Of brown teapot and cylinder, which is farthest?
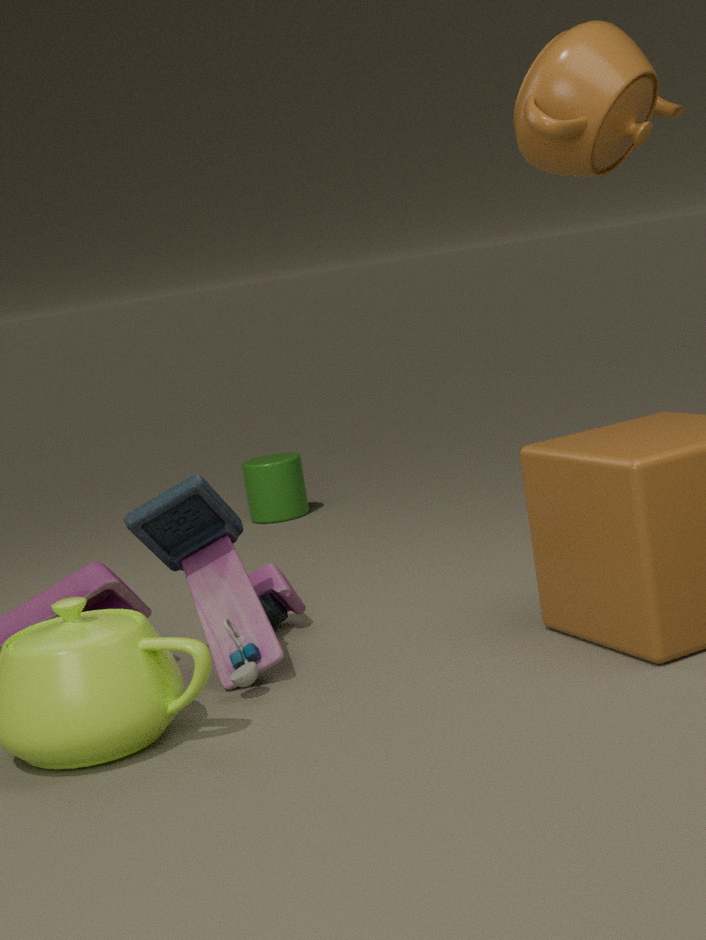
cylinder
